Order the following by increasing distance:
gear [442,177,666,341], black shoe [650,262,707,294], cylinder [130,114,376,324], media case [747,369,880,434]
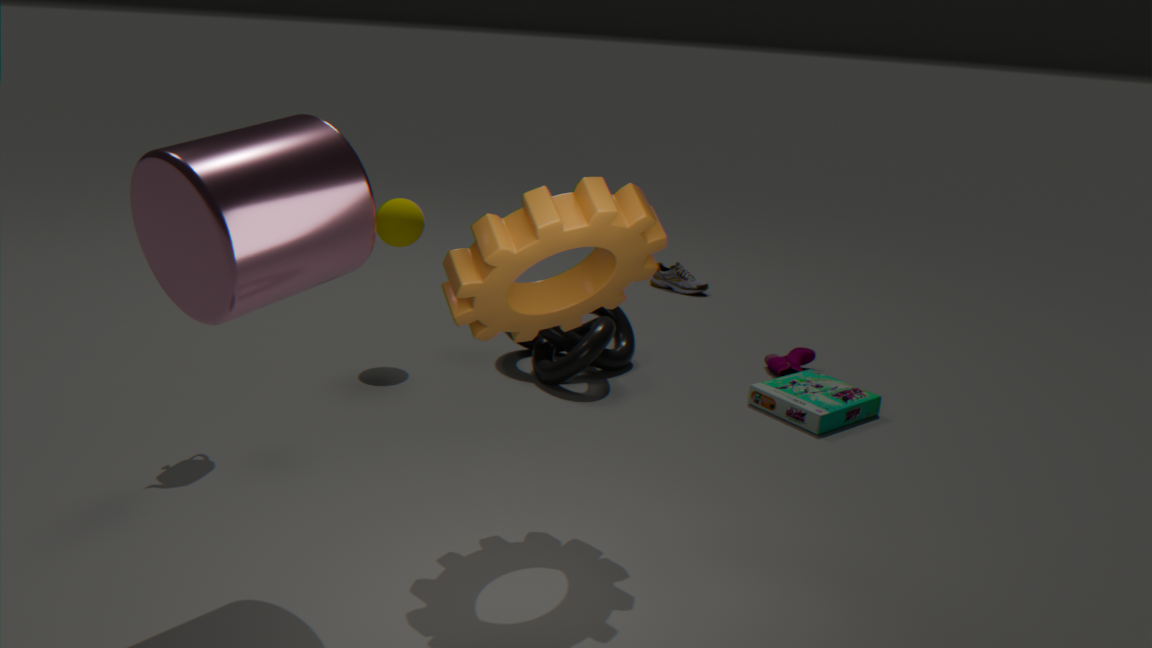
cylinder [130,114,376,324]
gear [442,177,666,341]
media case [747,369,880,434]
black shoe [650,262,707,294]
